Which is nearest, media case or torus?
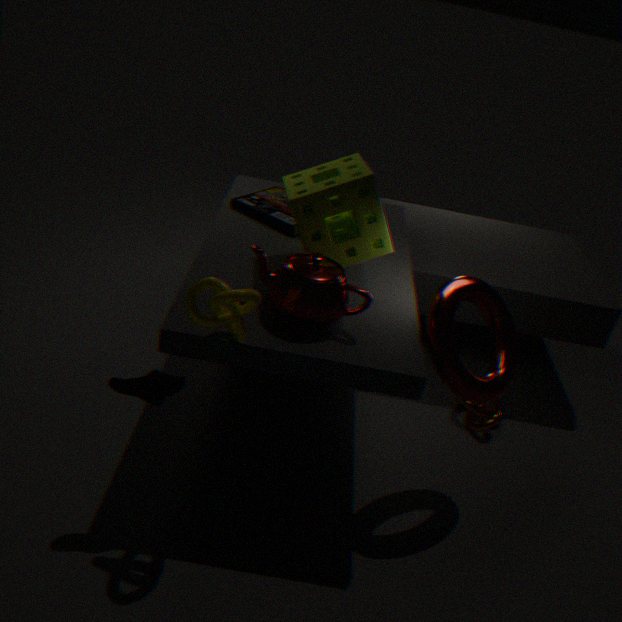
torus
